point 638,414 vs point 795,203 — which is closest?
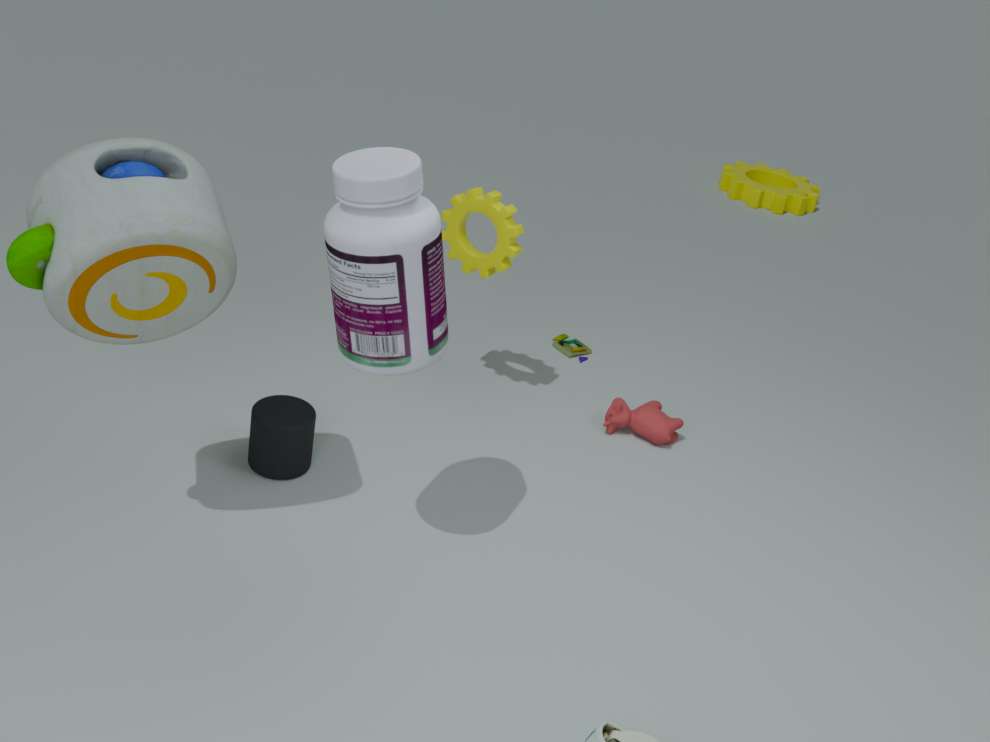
point 638,414
